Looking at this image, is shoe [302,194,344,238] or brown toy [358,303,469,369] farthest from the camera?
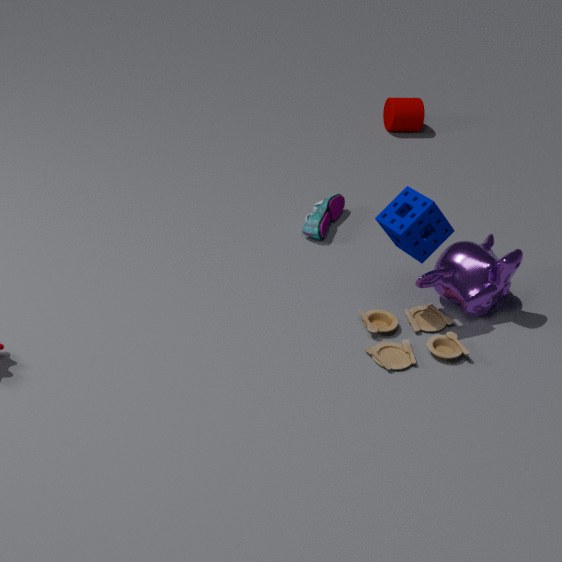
shoe [302,194,344,238]
